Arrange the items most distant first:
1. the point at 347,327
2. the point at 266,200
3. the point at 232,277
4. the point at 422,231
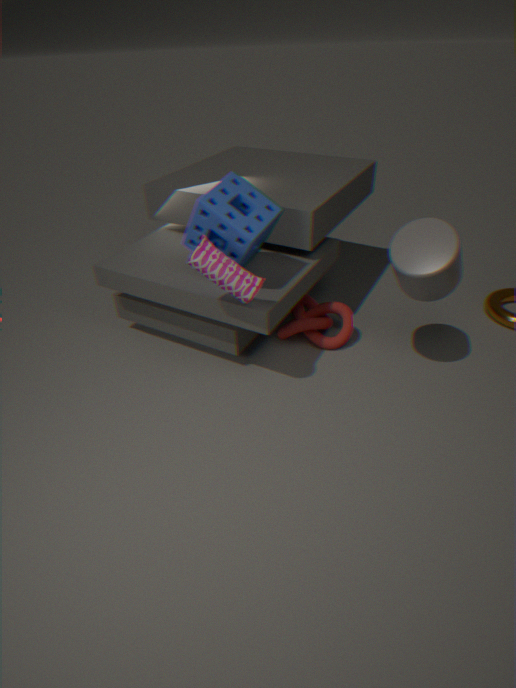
the point at 347,327
the point at 266,200
the point at 422,231
the point at 232,277
